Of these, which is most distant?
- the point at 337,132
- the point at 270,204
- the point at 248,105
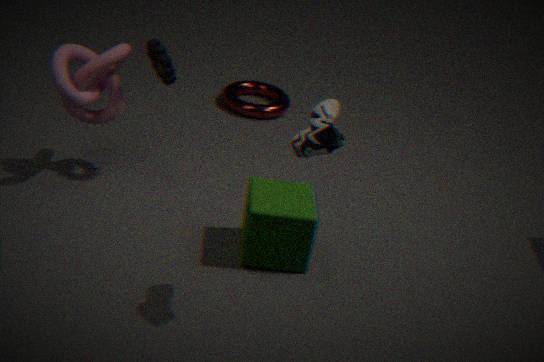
the point at 248,105
